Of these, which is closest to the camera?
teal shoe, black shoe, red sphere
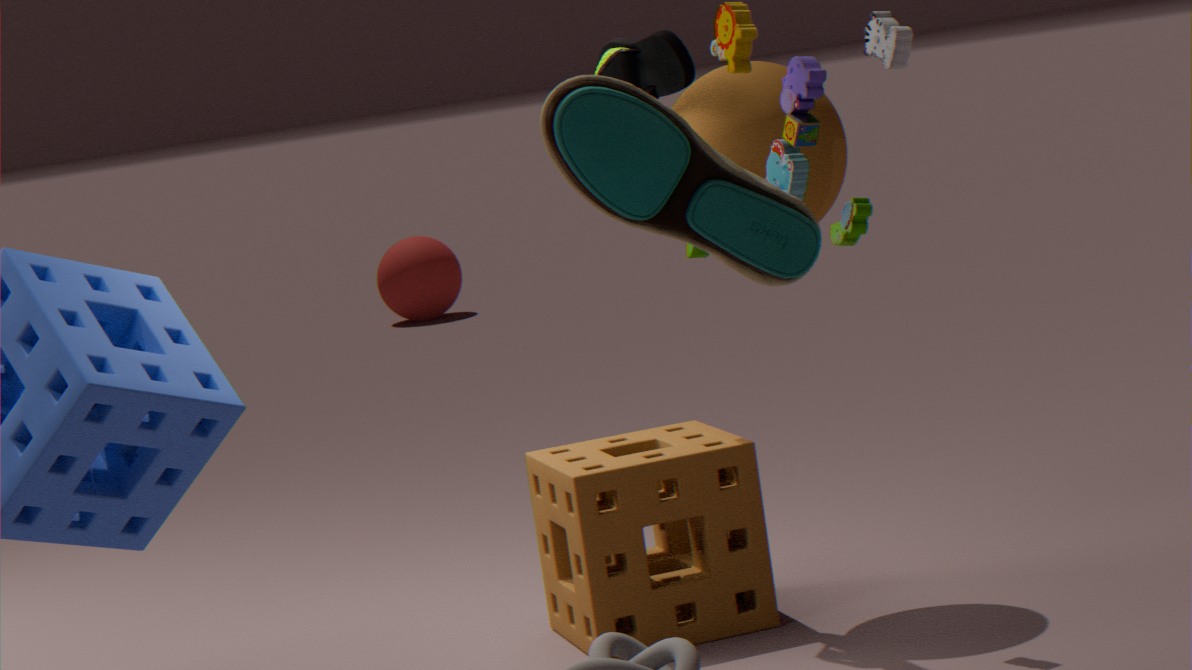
teal shoe
